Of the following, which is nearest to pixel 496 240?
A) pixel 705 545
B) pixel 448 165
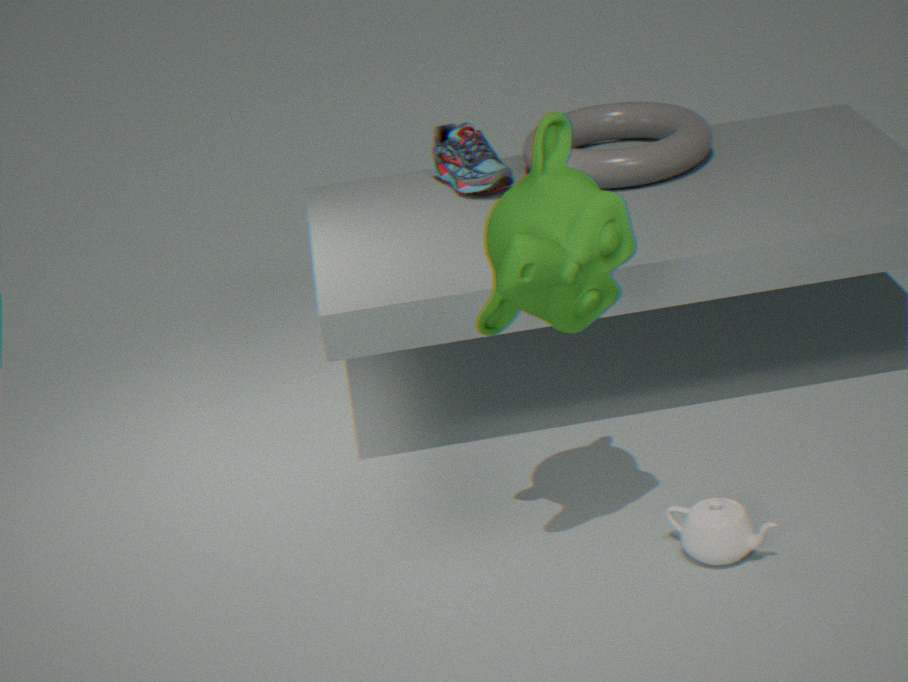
pixel 705 545
